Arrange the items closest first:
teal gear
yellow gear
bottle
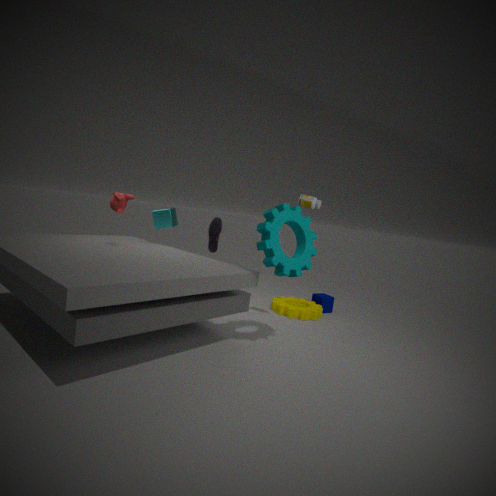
teal gear < bottle < yellow gear
